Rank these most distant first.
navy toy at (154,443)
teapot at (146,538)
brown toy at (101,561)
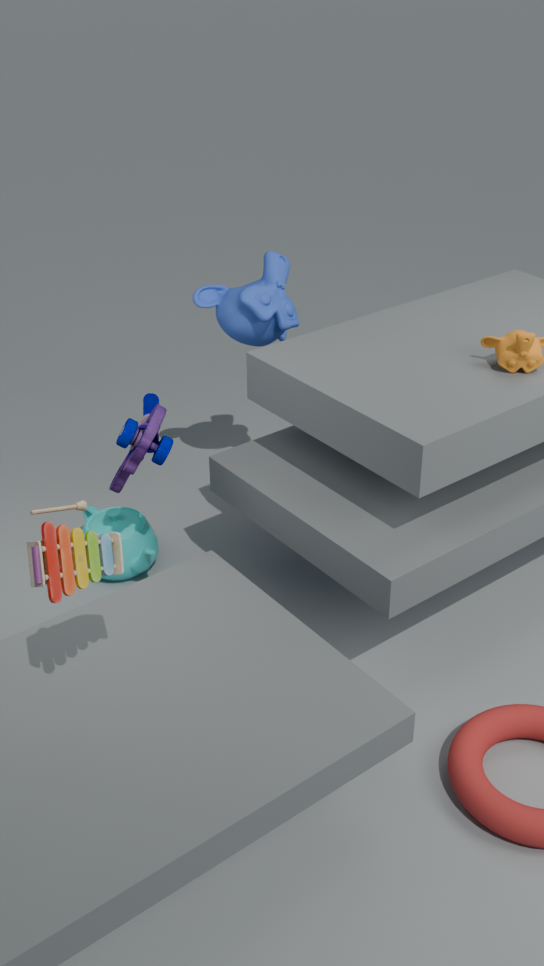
teapot at (146,538) → navy toy at (154,443) → brown toy at (101,561)
